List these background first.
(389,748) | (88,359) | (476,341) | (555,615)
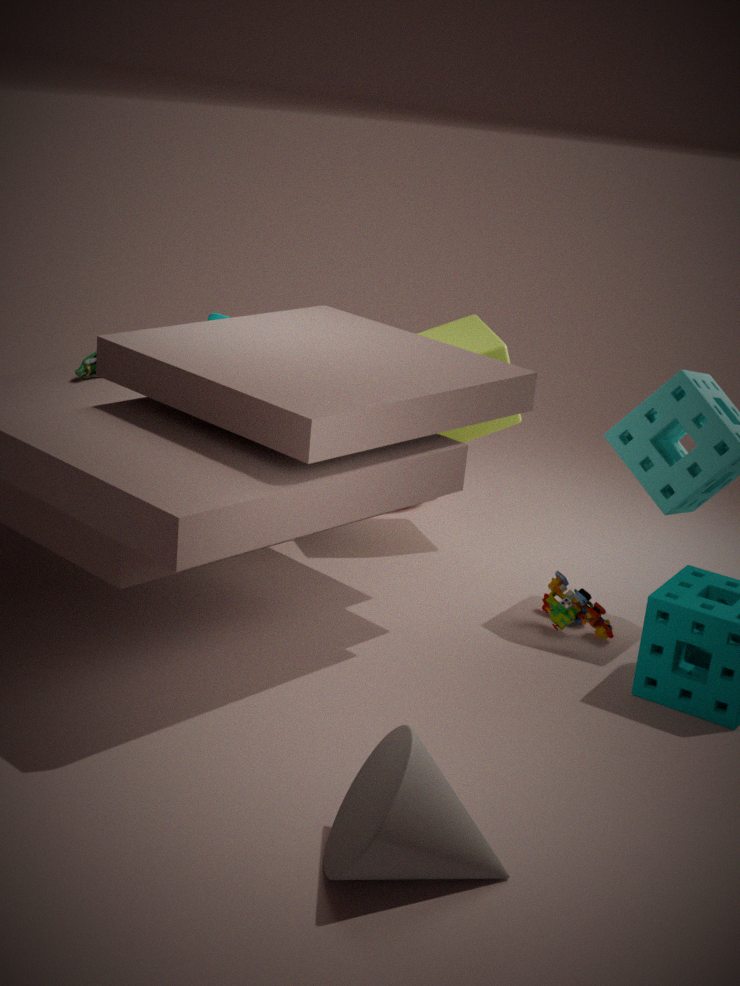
(476,341)
(88,359)
(555,615)
(389,748)
